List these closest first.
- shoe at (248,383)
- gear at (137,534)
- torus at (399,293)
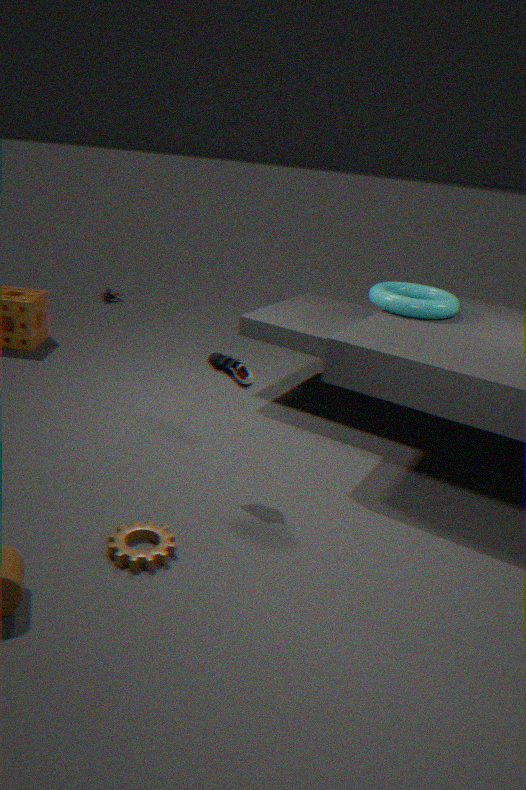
gear at (137,534) < shoe at (248,383) < torus at (399,293)
